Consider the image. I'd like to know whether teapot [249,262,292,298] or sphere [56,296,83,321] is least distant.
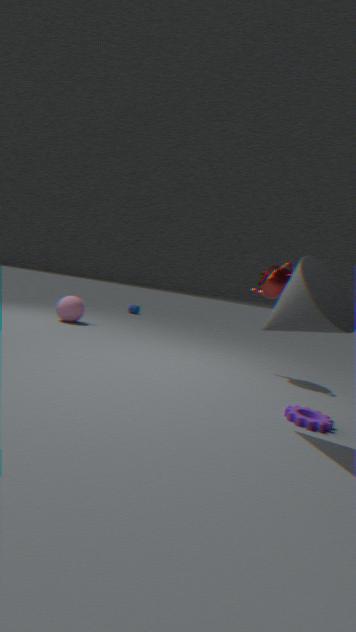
teapot [249,262,292,298]
